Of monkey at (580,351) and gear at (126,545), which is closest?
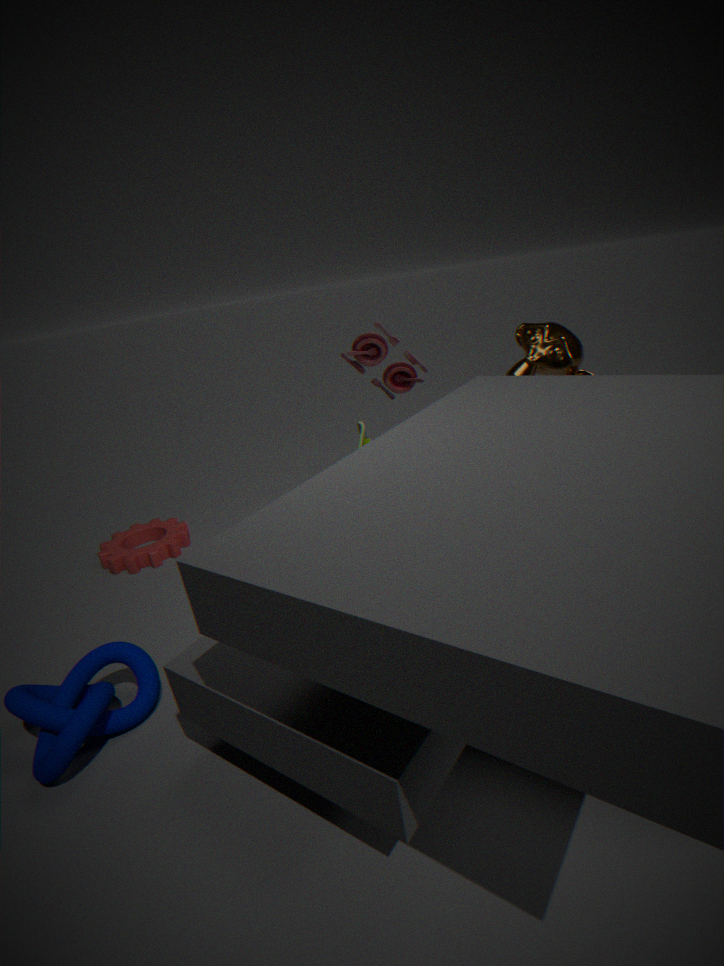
monkey at (580,351)
